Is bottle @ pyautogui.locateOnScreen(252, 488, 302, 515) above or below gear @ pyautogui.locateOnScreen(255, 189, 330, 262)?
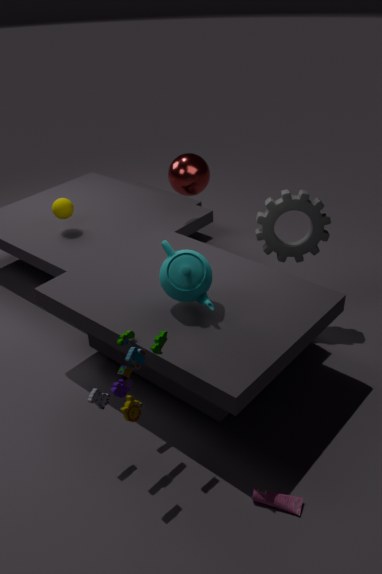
below
